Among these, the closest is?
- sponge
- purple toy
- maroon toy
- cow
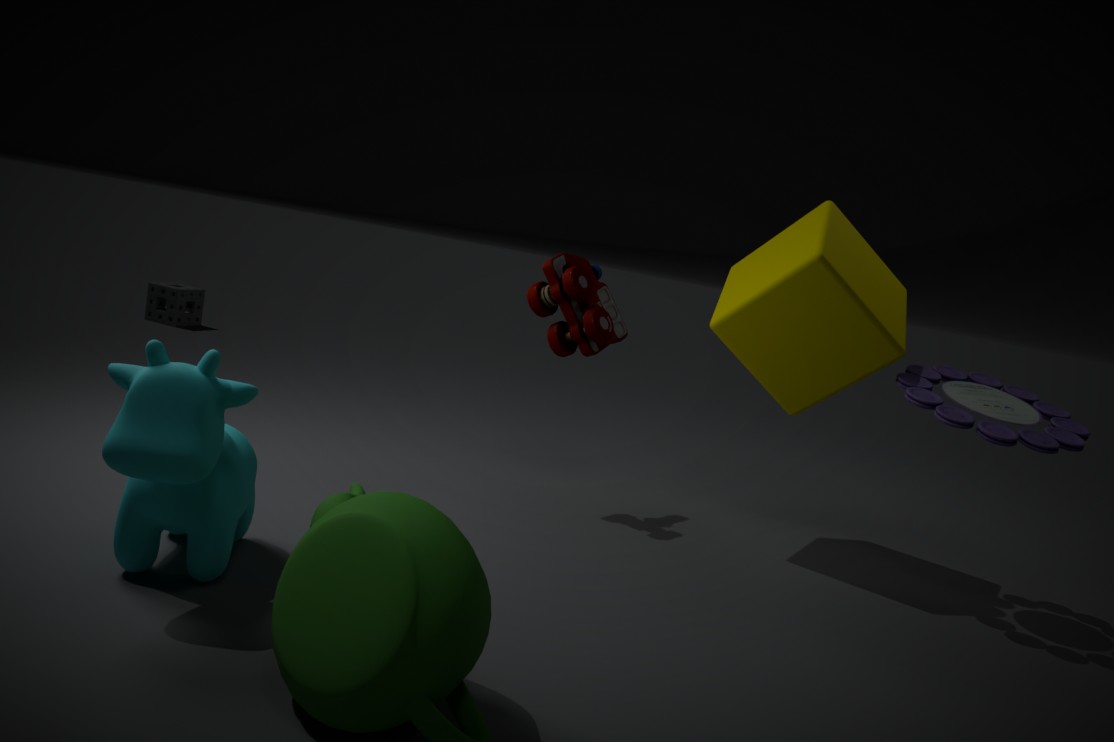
cow
